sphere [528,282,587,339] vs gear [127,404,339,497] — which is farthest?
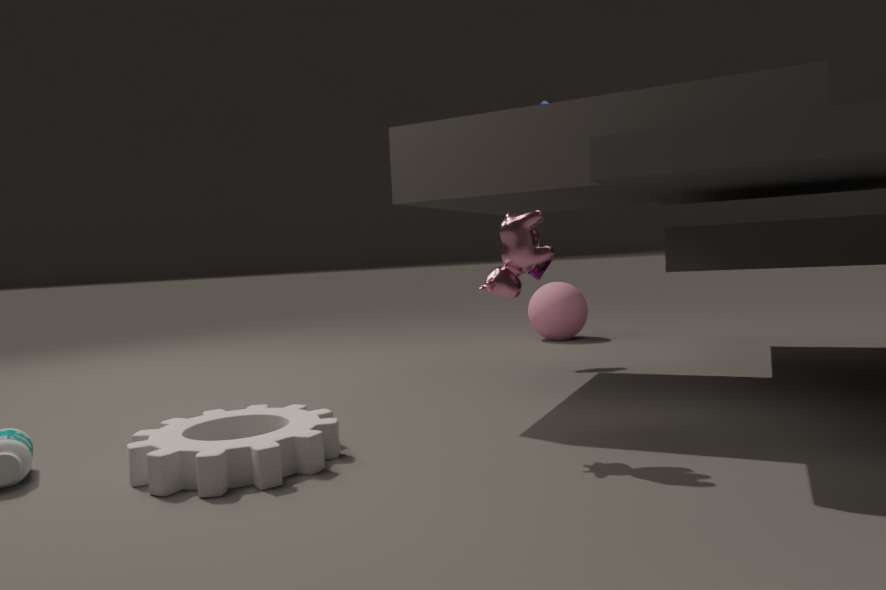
sphere [528,282,587,339]
